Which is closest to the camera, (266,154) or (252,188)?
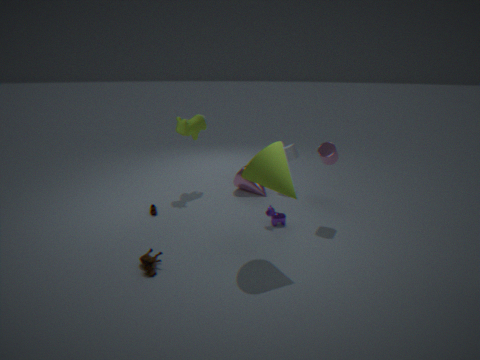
(266,154)
